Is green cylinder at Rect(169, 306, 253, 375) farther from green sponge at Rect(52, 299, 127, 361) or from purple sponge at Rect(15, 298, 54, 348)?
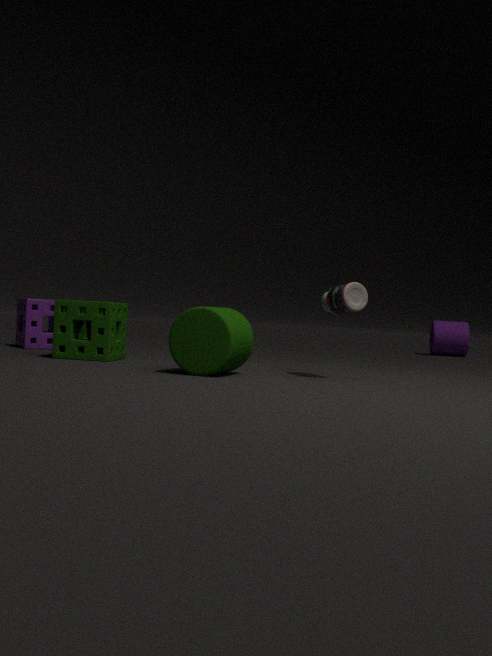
purple sponge at Rect(15, 298, 54, 348)
